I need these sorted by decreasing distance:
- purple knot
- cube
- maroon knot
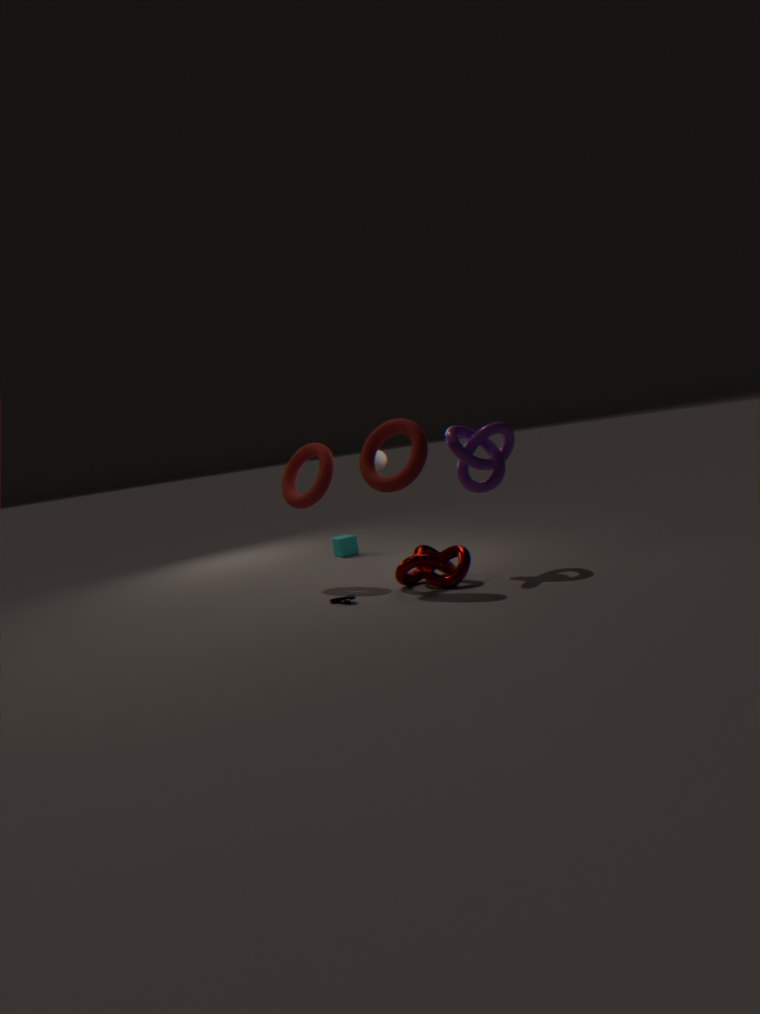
cube, purple knot, maroon knot
